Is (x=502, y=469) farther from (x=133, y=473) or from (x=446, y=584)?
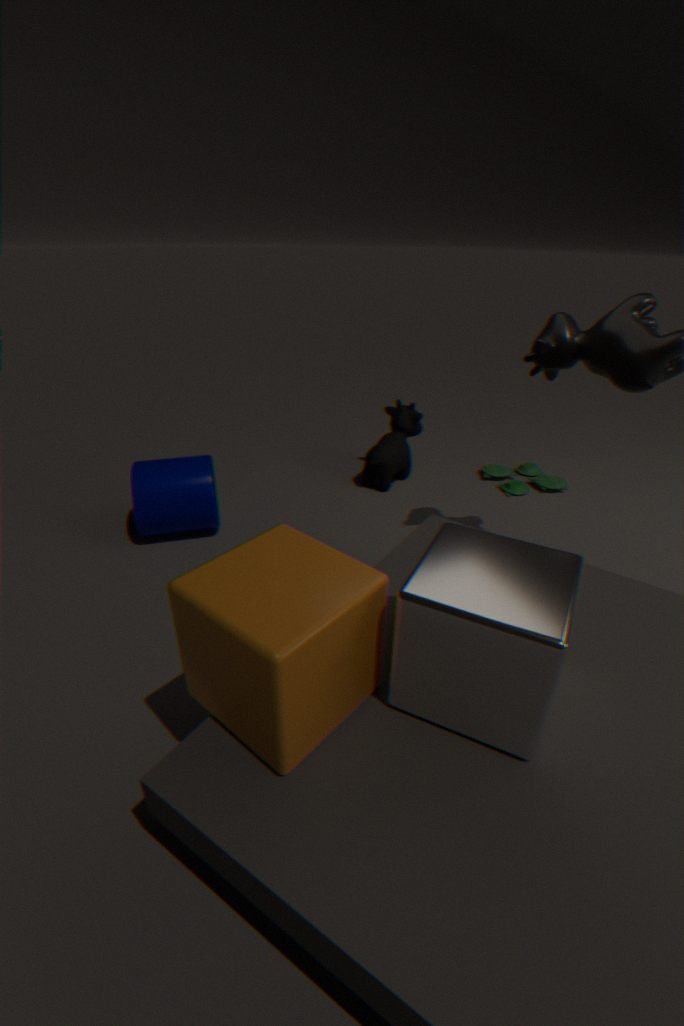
(x=446, y=584)
